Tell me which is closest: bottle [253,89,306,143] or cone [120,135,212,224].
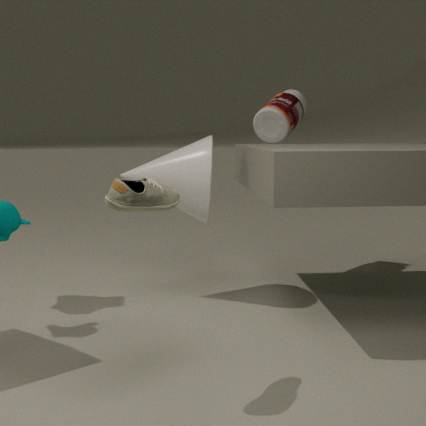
cone [120,135,212,224]
